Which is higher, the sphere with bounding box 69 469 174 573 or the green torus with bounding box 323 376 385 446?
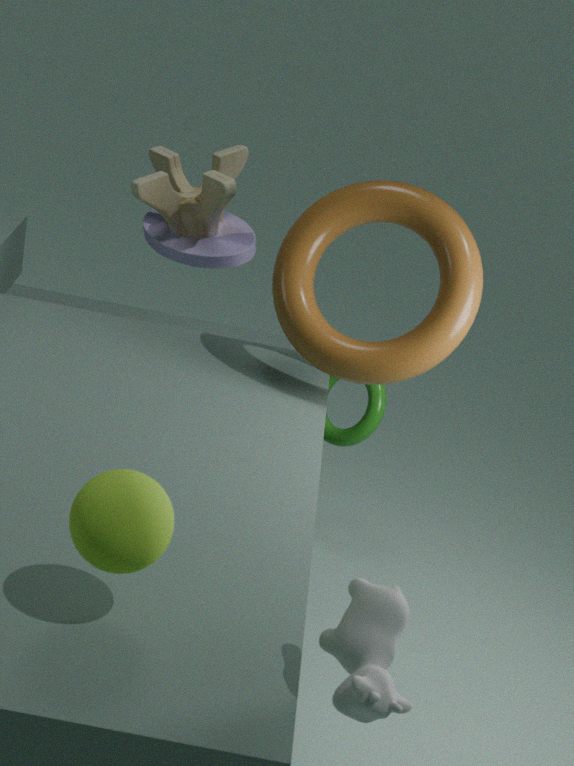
the sphere with bounding box 69 469 174 573
